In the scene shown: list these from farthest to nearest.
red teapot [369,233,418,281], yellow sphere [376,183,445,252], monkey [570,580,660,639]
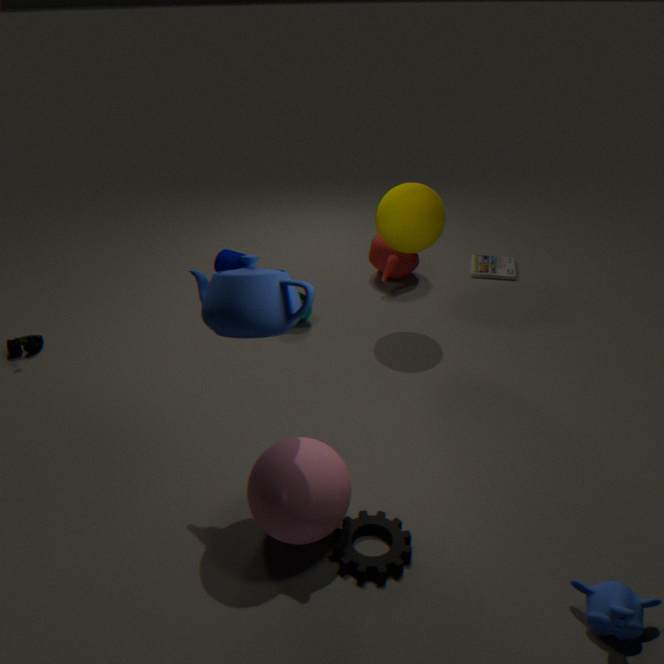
red teapot [369,233,418,281]
yellow sphere [376,183,445,252]
monkey [570,580,660,639]
